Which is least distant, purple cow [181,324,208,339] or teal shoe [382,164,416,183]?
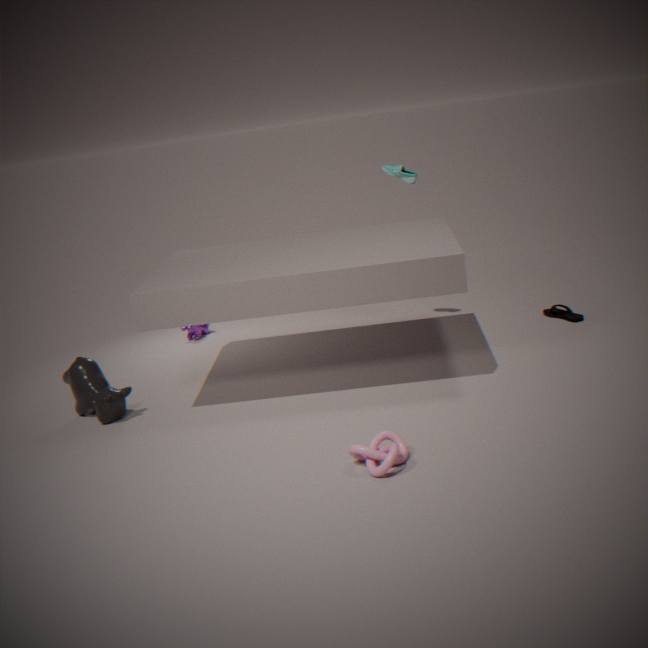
teal shoe [382,164,416,183]
